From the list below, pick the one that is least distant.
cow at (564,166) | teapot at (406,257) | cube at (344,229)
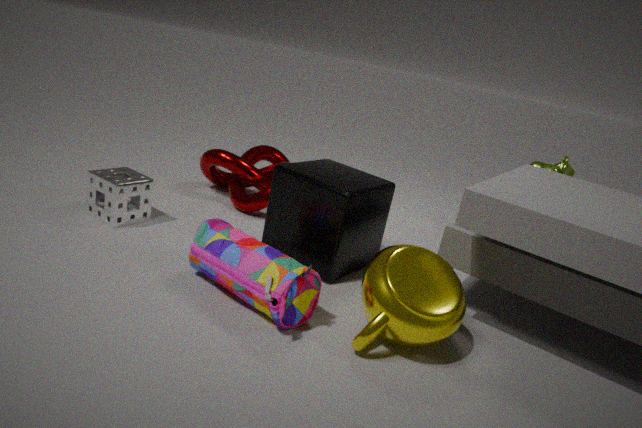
teapot at (406,257)
